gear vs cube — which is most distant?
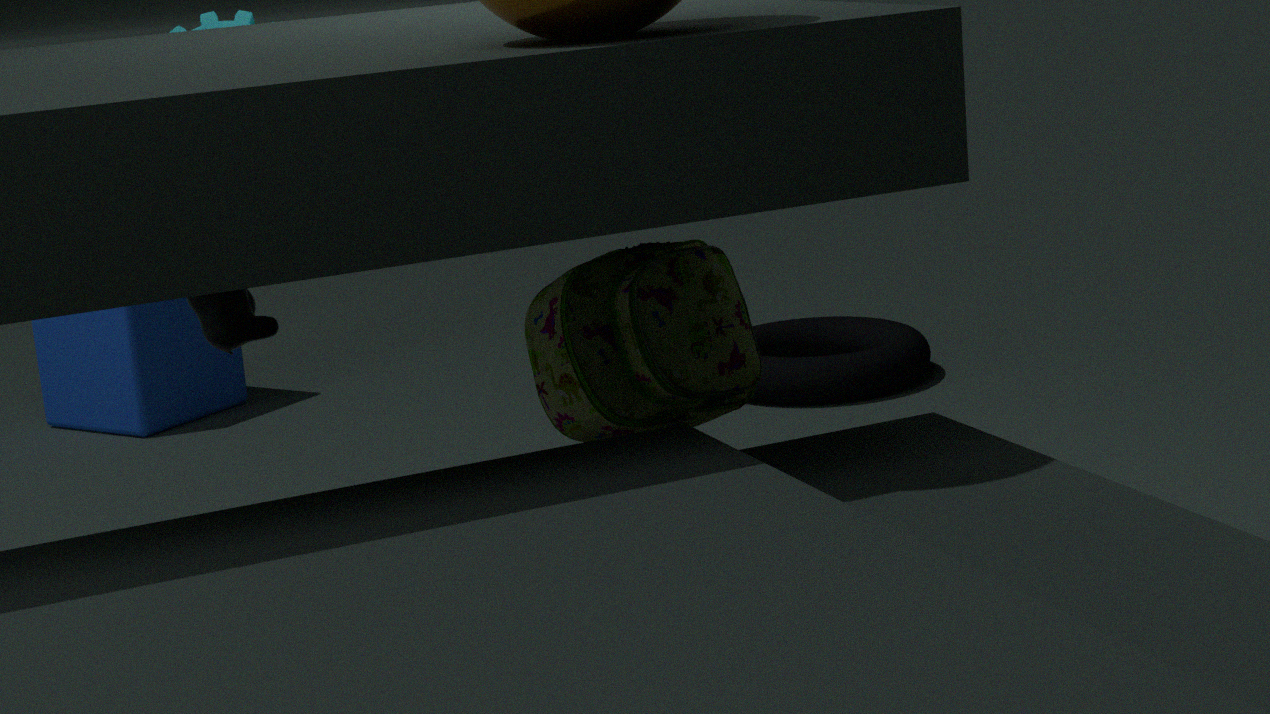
cube
